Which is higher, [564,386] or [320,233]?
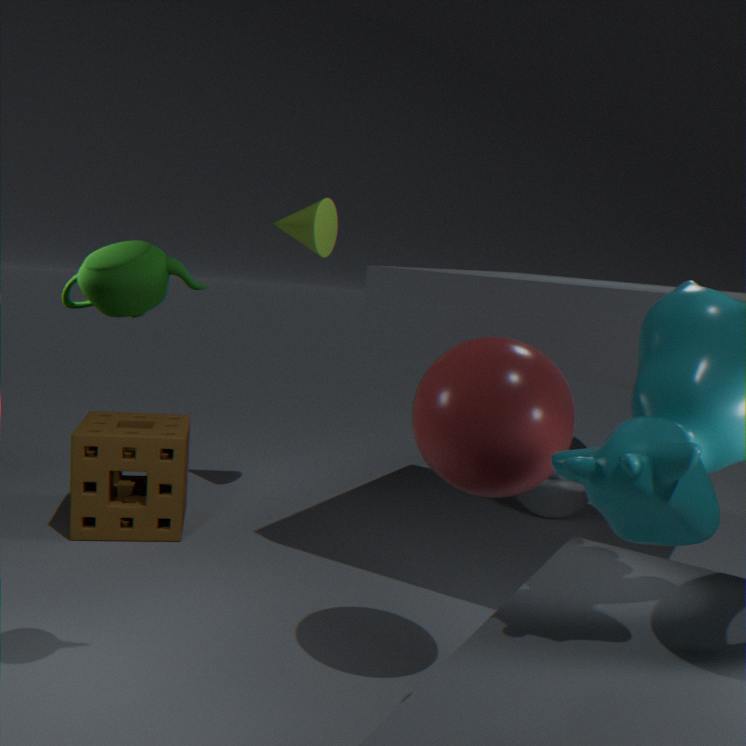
[320,233]
